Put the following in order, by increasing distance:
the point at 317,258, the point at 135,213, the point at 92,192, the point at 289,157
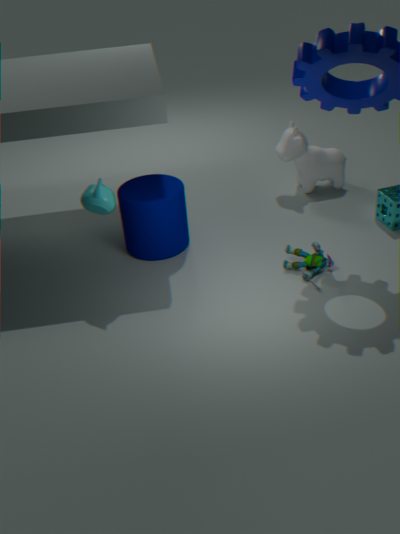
the point at 92,192
the point at 317,258
the point at 135,213
the point at 289,157
